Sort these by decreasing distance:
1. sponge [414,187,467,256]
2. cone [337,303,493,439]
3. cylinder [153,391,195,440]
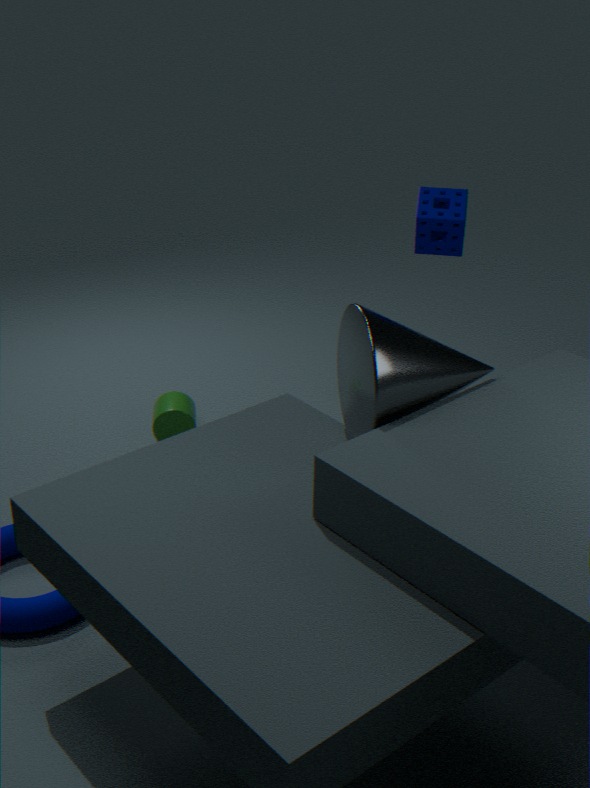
cylinder [153,391,195,440] < sponge [414,187,467,256] < cone [337,303,493,439]
